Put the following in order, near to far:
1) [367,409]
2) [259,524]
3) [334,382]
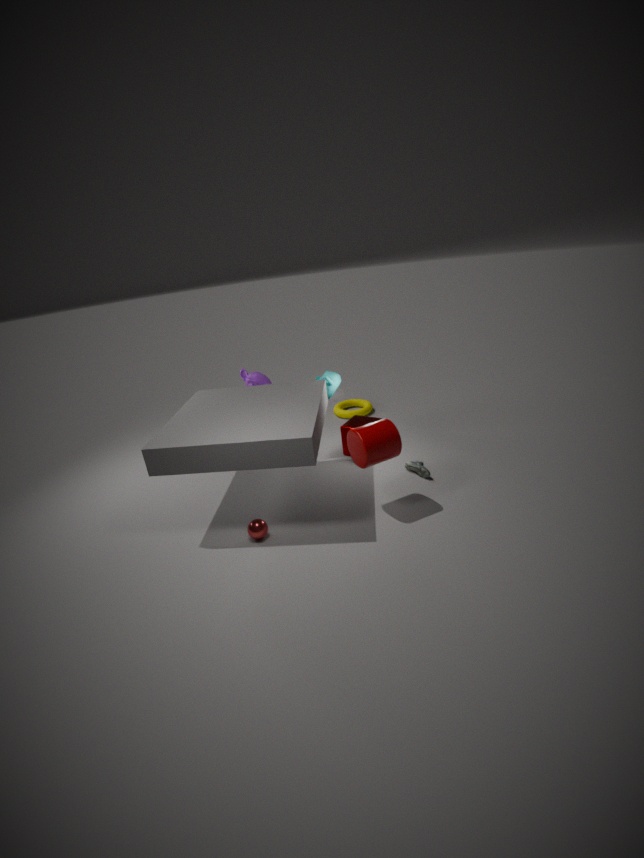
2. [259,524]
3. [334,382]
1. [367,409]
